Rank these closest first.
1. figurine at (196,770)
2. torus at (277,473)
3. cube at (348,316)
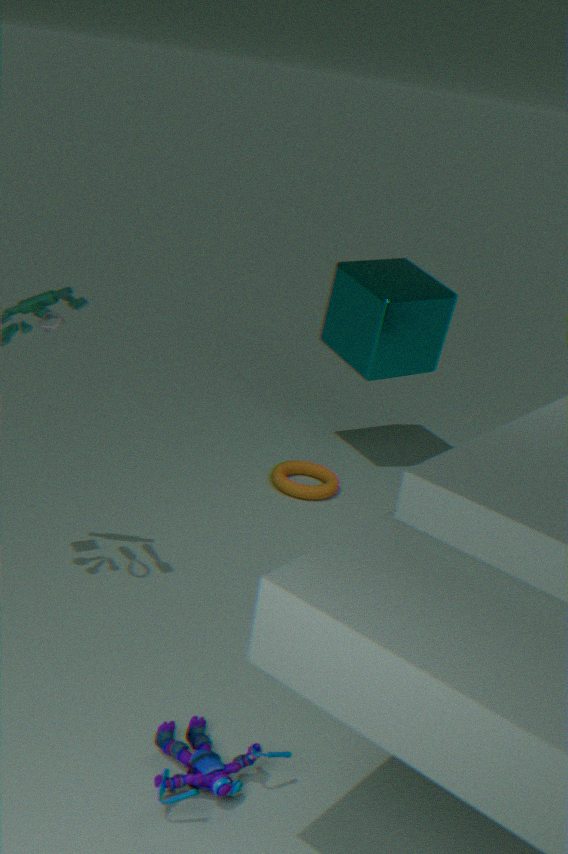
figurine at (196,770) → torus at (277,473) → cube at (348,316)
